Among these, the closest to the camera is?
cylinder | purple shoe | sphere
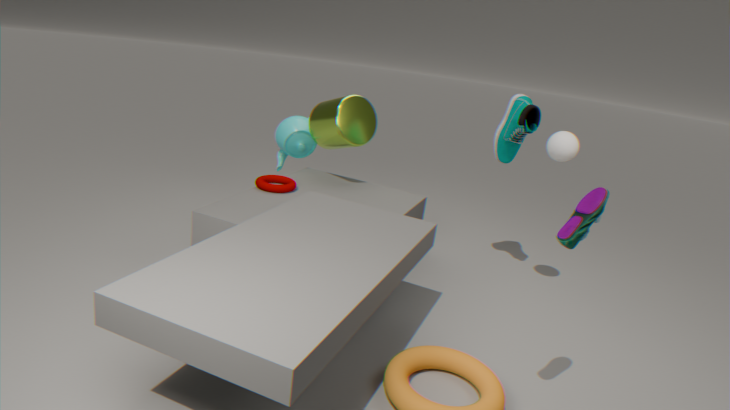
purple shoe
